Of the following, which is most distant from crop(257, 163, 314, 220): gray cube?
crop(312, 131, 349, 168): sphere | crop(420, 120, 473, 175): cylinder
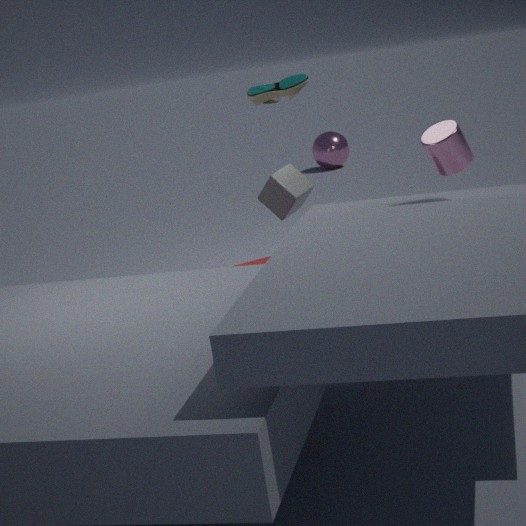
crop(312, 131, 349, 168): sphere
